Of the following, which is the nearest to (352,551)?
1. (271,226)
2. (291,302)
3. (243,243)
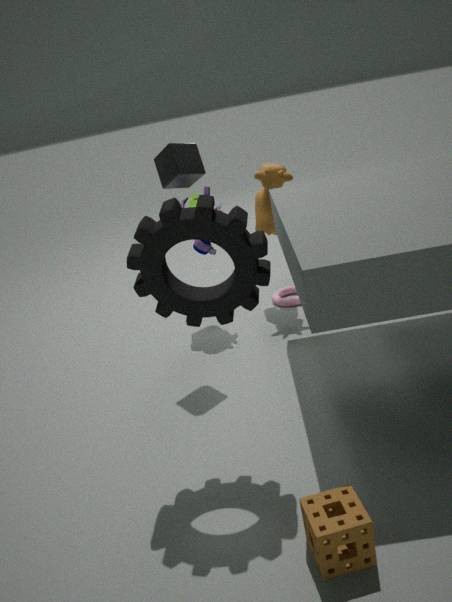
(243,243)
